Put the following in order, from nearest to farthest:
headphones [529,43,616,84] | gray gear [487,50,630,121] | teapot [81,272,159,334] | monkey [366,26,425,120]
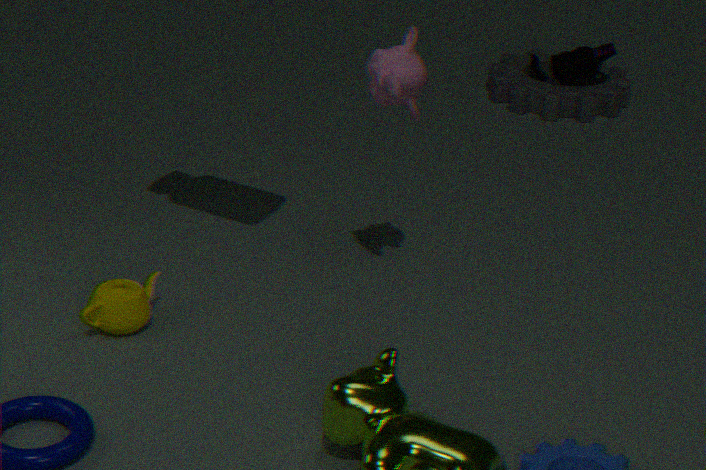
teapot [81,272,159,334]
monkey [366,26,425,120]
headphones [529,43,616,84]
gray gear [487,50,630,121]
